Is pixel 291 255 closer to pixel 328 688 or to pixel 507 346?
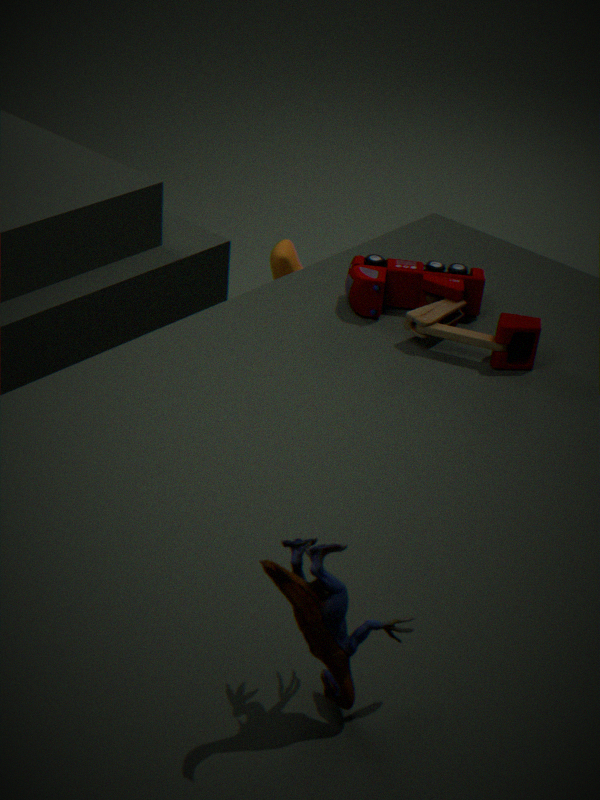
pixel 507 346
